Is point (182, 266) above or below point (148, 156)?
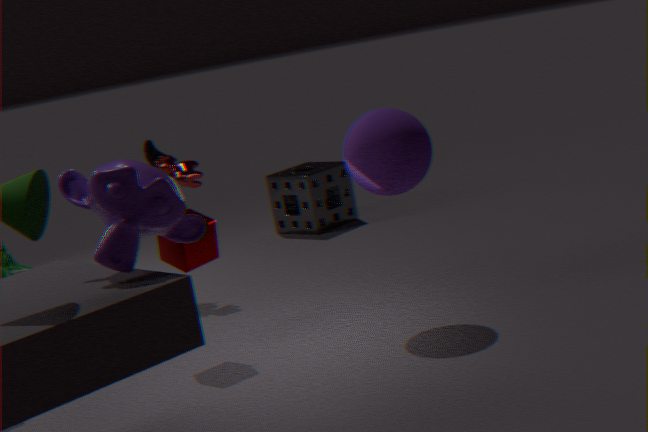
below
